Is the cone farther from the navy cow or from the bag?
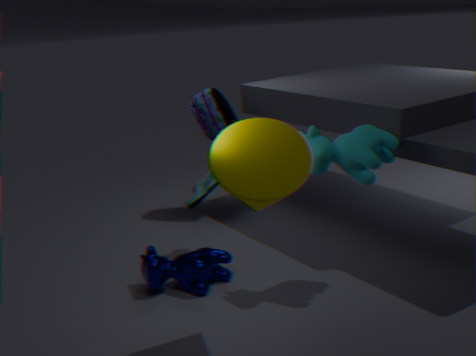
the bag
